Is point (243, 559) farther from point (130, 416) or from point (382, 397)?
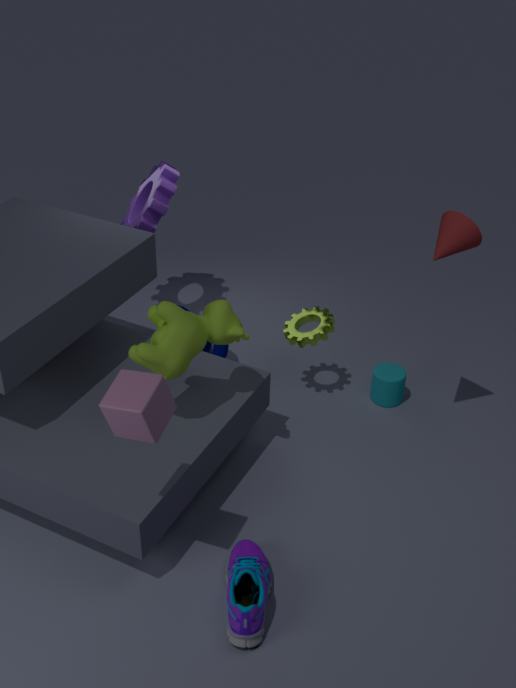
point (382, 397)
